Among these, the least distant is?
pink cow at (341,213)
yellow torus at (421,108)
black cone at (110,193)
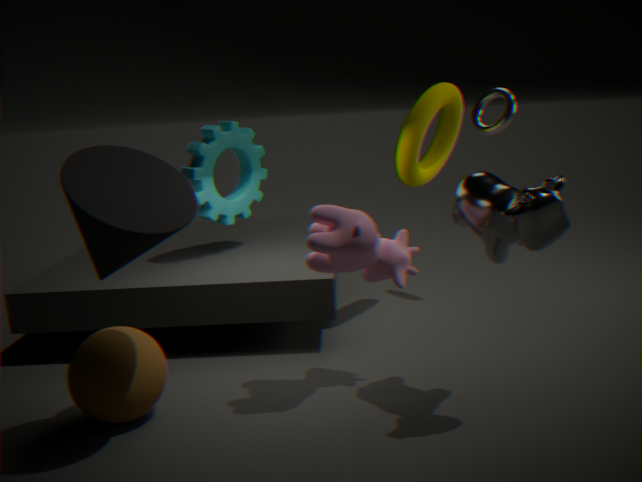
black cone at (110,193)
